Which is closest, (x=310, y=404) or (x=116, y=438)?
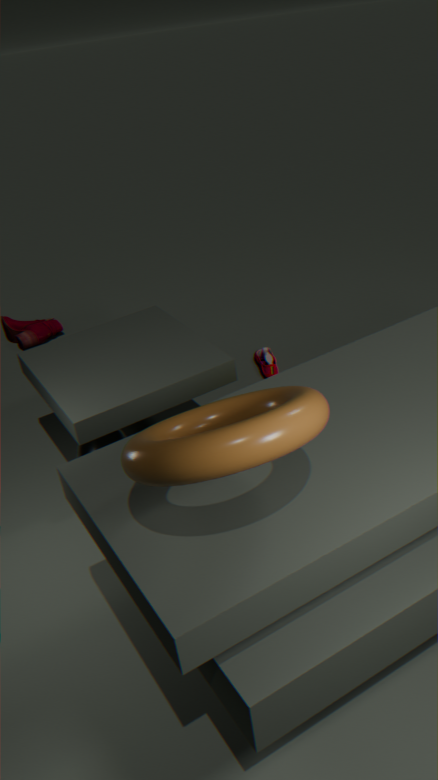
(x=310, y=404)
